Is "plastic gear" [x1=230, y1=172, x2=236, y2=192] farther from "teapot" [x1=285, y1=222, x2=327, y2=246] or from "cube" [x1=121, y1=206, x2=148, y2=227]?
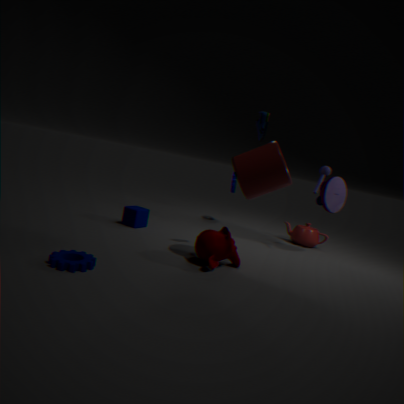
"cube" [x1=121, y1=206, x2=148, y2=227]
